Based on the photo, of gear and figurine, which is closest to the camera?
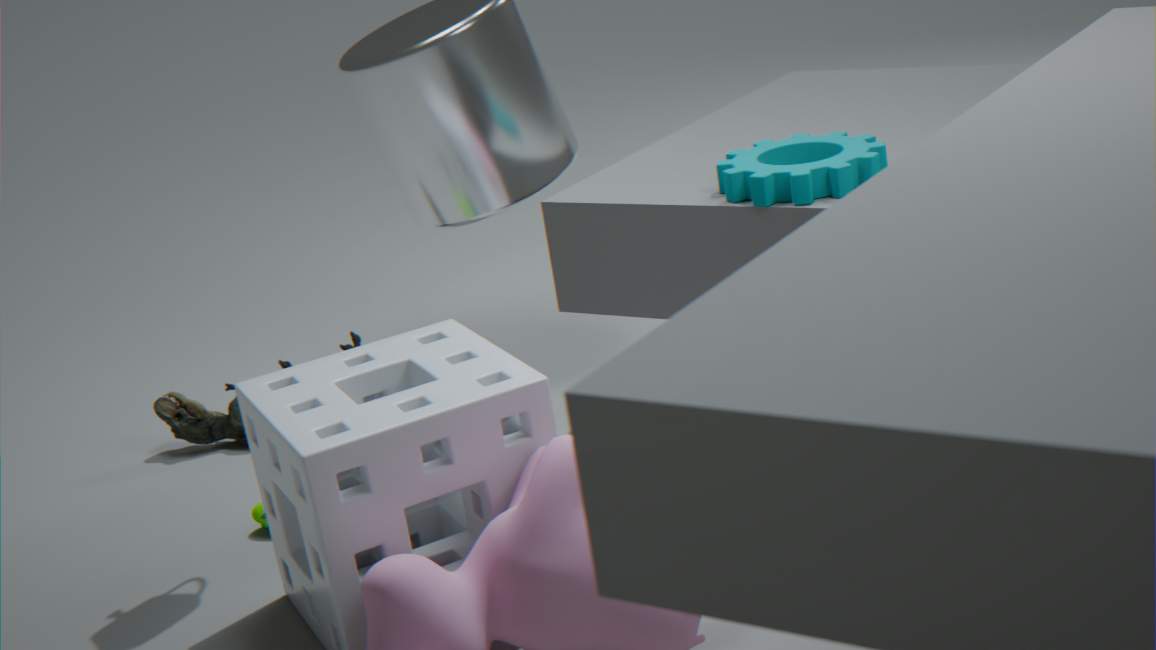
gear
